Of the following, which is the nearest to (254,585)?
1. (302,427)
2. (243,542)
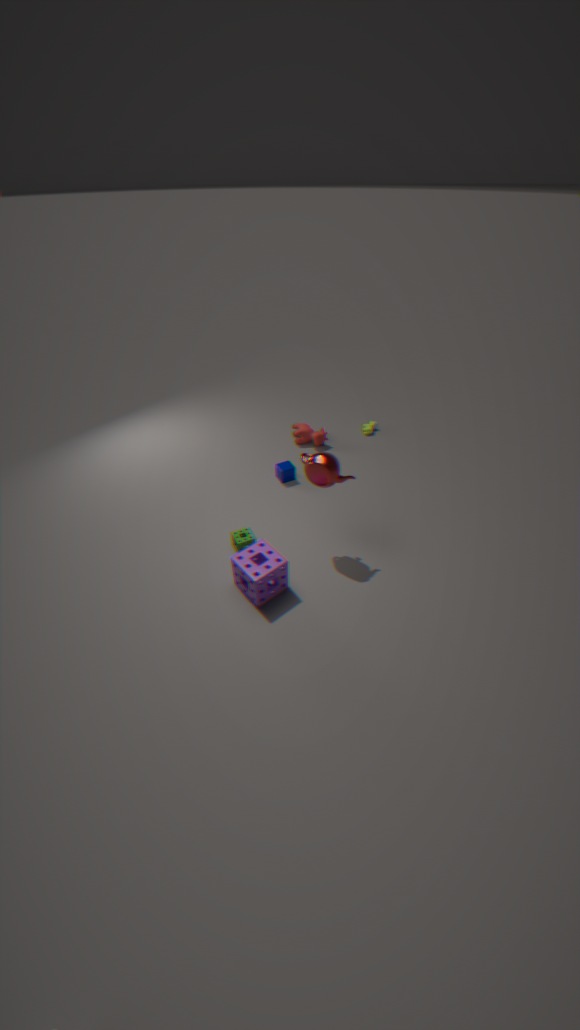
(243,542)
